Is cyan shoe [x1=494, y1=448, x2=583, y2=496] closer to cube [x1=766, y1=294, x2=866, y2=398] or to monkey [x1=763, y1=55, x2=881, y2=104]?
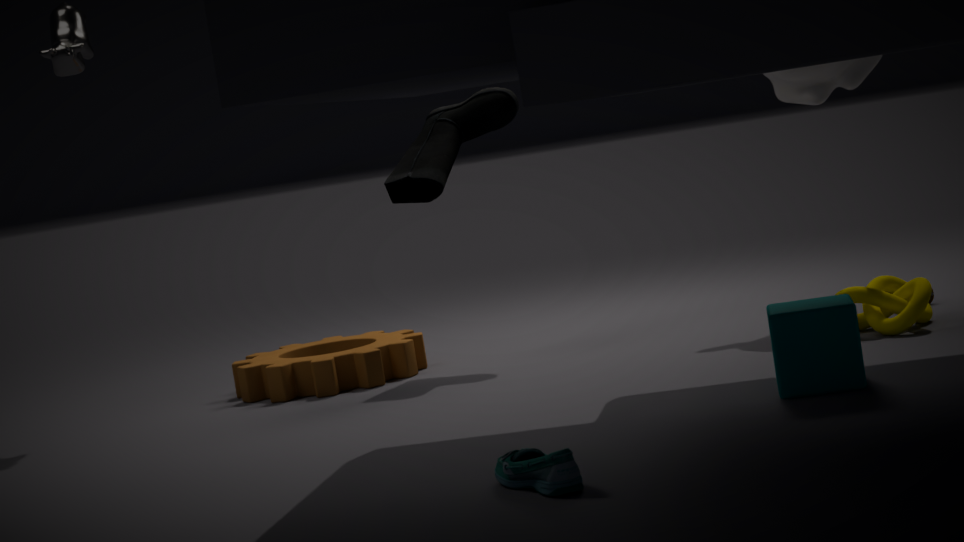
cube [x1=766, y1=294, x2=866, y2=398]
